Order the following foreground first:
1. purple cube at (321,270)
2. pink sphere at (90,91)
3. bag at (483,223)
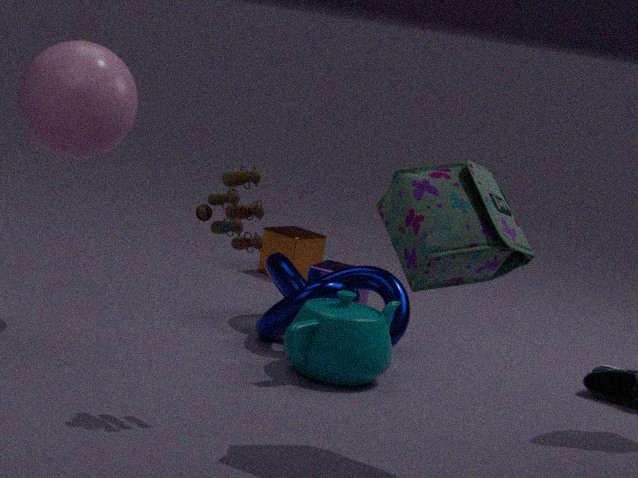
bag at (483,223), pink sphere at (90,91), purple cube at (321,270)
